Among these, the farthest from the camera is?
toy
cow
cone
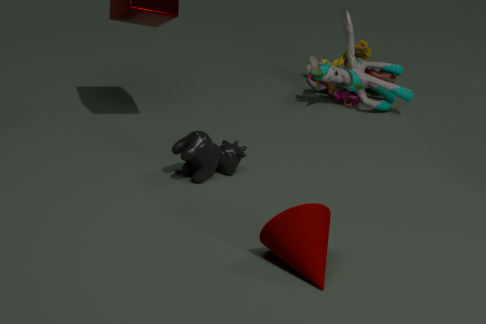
toy
